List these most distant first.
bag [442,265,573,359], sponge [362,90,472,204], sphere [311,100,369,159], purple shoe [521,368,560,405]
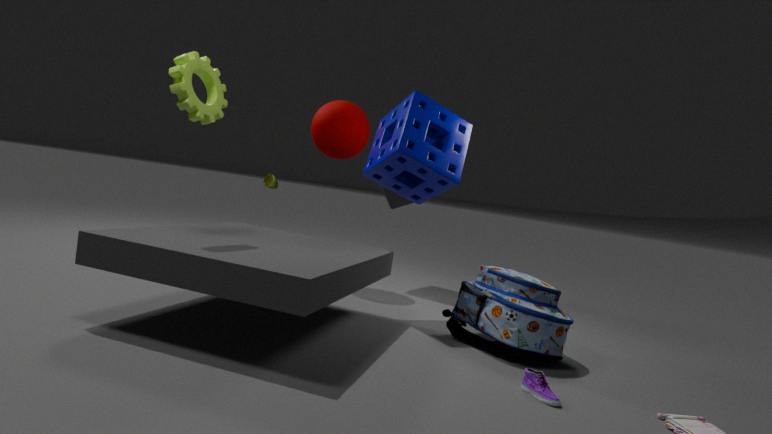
sphere [311,100,369,159]
sponge [362,90,472,204]
bag [442,265,573,359]
purple shoe [521,368,560,405]
